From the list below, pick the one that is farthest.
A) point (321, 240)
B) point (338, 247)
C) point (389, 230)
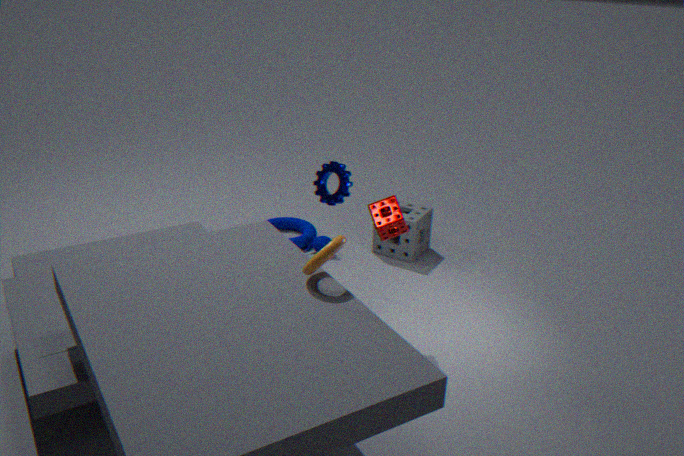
point (321, 240)
